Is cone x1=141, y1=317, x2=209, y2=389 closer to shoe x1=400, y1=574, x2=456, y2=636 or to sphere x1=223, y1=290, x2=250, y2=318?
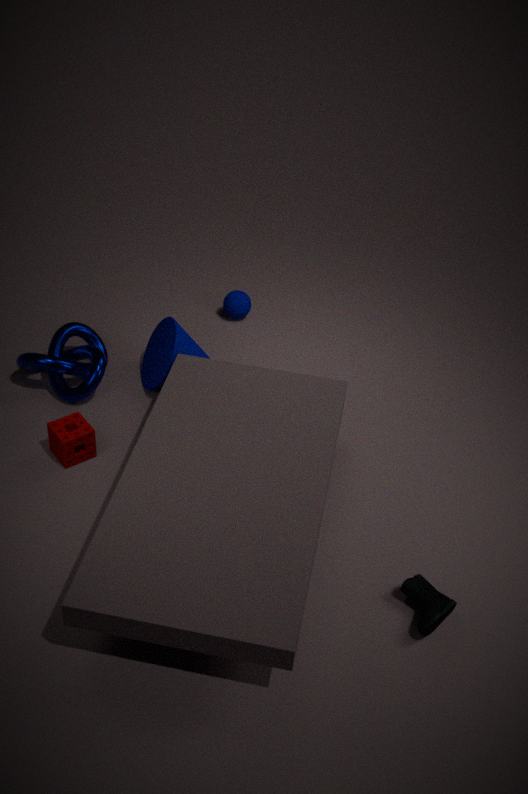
sphere x1=223, y1=290, x2=250, y2=318
